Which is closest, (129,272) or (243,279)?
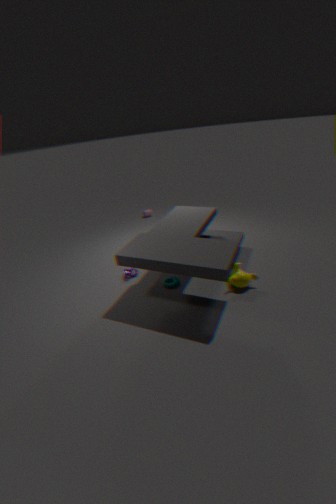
(243,279)
